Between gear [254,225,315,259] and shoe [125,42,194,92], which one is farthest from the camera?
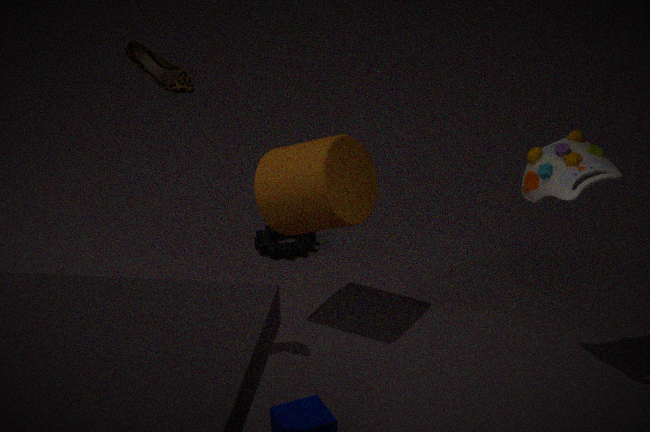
gear [254,225,315,259]
